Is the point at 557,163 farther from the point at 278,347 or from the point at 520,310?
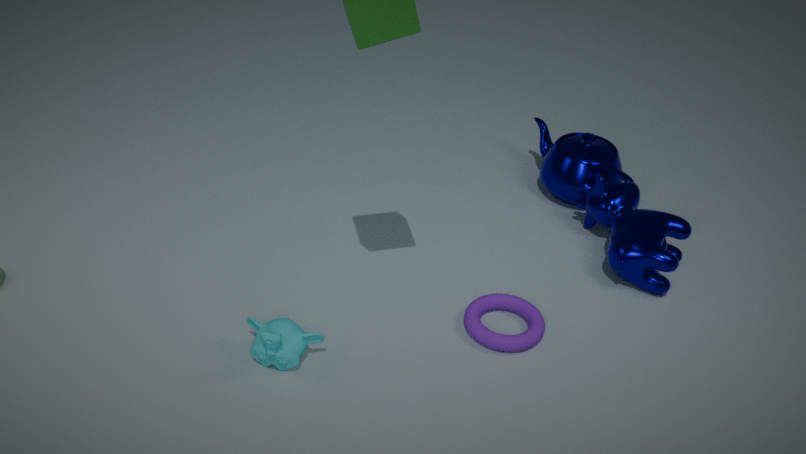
the point at 278,347
